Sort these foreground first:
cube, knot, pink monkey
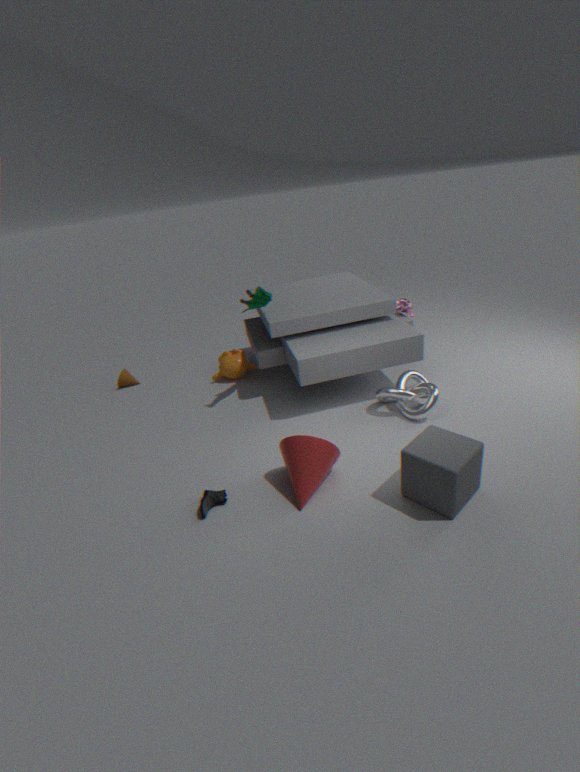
cube < knot < pink monkey
